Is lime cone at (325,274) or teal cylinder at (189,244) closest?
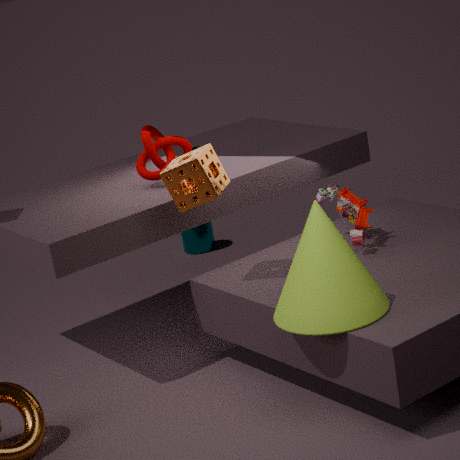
lime cone at (325,274)
